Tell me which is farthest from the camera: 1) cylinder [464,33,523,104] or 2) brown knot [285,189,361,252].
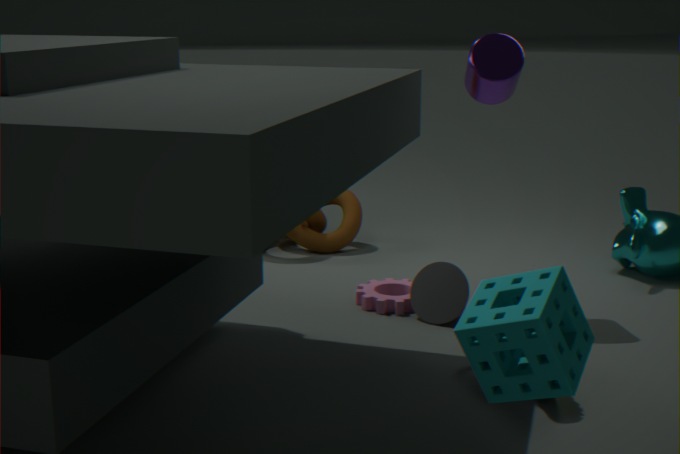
2. brown knot [285,189,361,252]
